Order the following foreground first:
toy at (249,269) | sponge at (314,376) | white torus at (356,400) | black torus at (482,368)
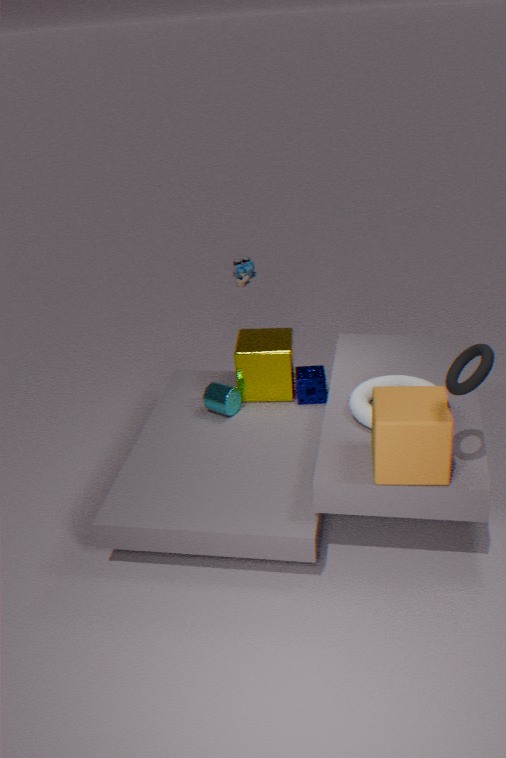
black torus at (482,368) → white torus at (356,400) → sponge at (314,376) → toy at (249,269)
